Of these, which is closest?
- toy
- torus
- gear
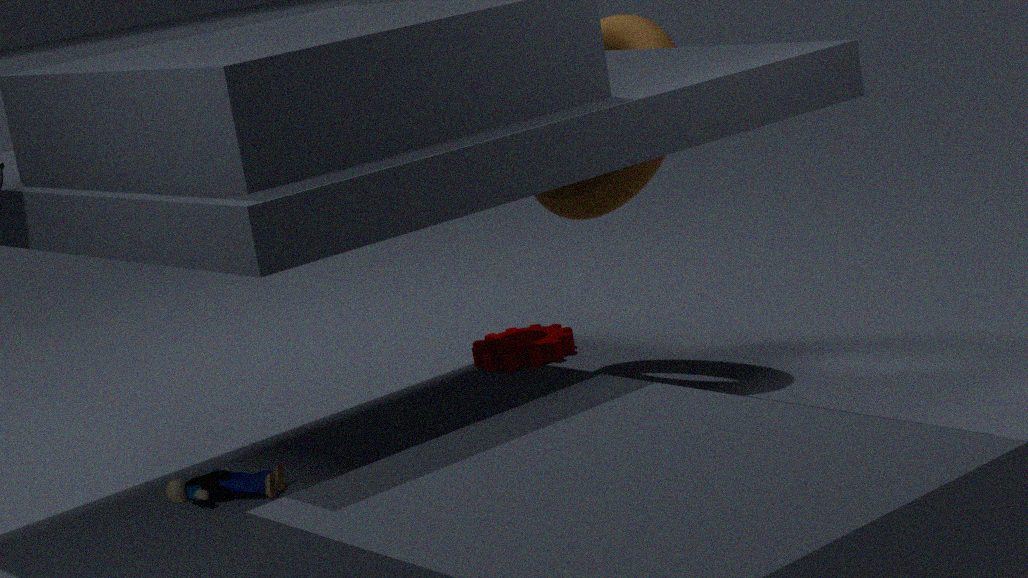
toy
